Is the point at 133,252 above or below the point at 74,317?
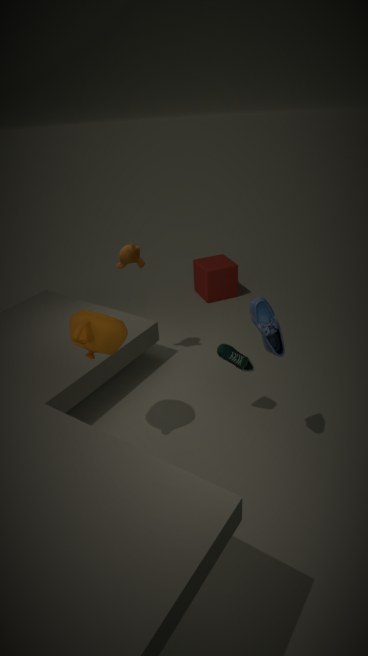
above
